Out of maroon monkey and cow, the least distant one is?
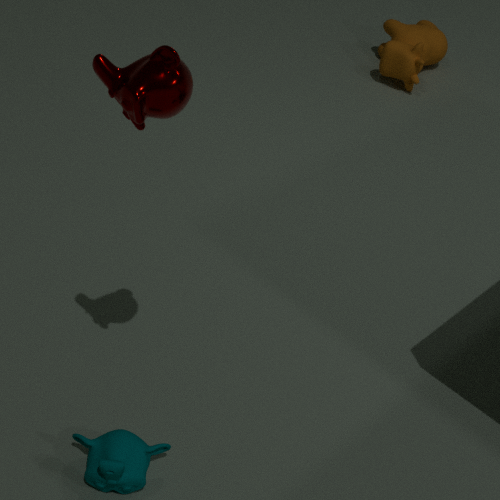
maroon monkey
